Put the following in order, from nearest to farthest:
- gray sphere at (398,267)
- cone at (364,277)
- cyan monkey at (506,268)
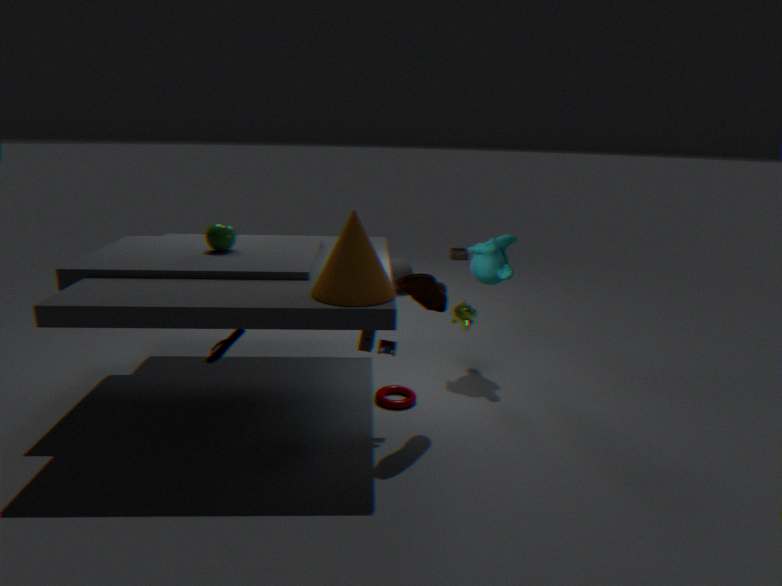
cone at (364,277) < cyan monkey at (506,268) < gray sphere at (398,267)
